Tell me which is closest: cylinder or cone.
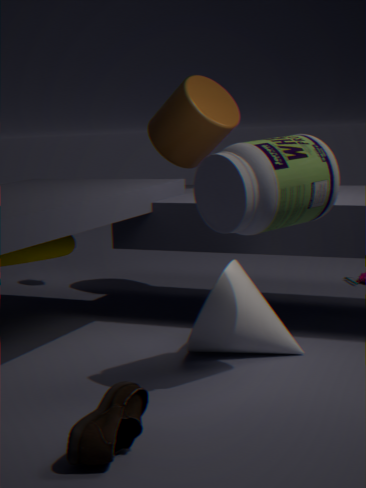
cone
